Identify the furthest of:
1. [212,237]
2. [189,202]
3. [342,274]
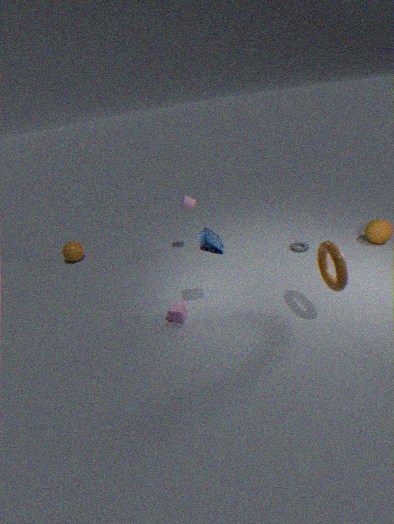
[189,202]
